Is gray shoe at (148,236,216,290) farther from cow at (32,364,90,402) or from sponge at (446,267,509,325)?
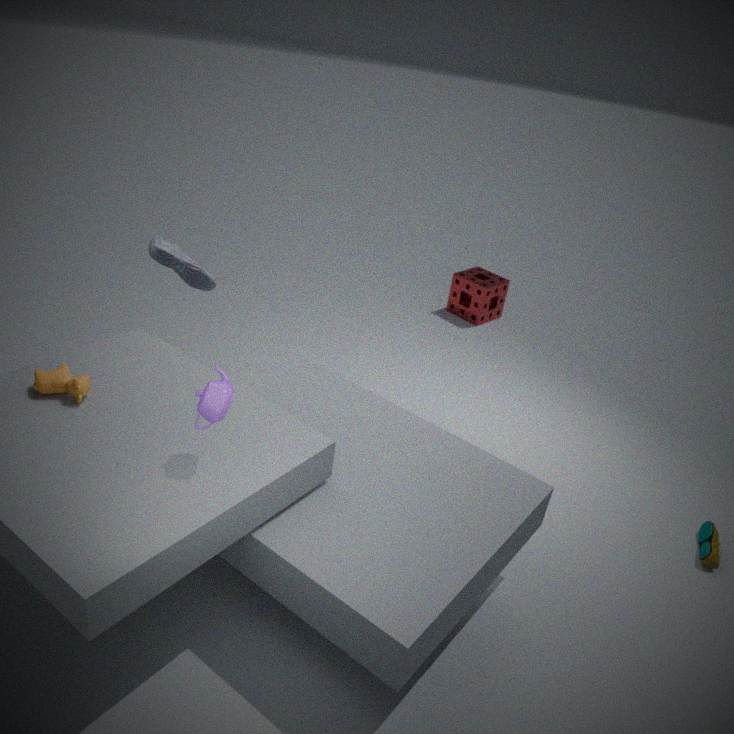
sponge at (446,267,509,325)
